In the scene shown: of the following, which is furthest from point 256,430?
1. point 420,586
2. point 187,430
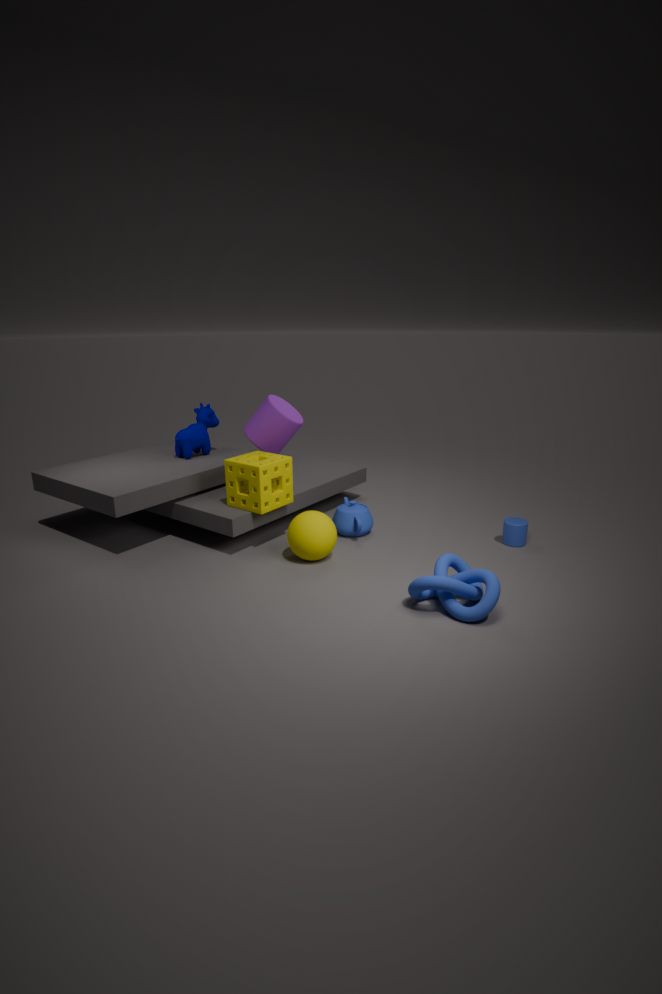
point 420,586
